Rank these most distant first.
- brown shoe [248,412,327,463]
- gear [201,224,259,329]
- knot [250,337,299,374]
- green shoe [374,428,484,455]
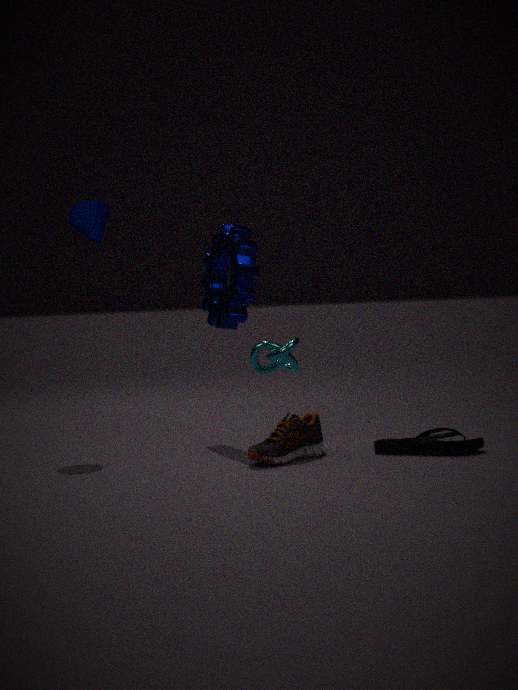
gear [201,224,259,329], knot [250,337,299,374], green shoe [374,428,484,455], brown shoe [248,412,327,463]
